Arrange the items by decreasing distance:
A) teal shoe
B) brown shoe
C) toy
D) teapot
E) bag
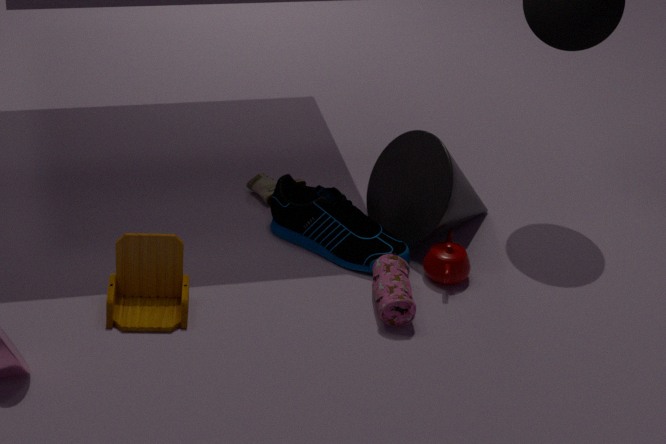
brown shoe → teal shoe → teapot → bag → toy
